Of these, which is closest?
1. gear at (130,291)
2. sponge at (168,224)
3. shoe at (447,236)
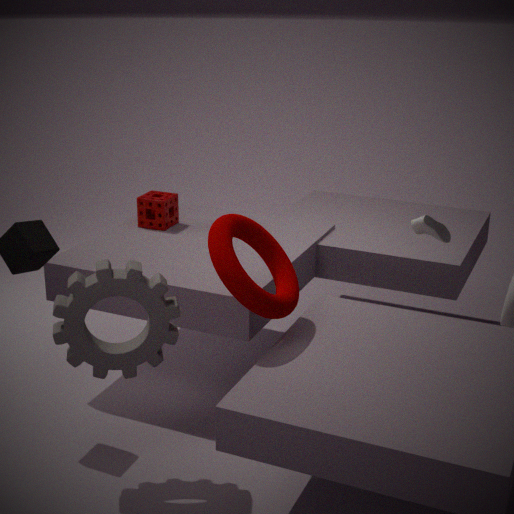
gear at (130,291)
